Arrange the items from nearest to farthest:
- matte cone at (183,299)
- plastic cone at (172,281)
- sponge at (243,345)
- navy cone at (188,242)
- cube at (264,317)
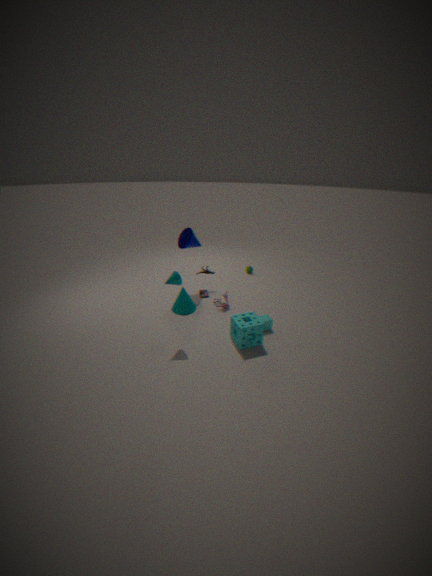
plastic cone at (172,281), sponge at (243,345), cube at (264,317), matte cone at (183,299), navy cone at (188,242)
